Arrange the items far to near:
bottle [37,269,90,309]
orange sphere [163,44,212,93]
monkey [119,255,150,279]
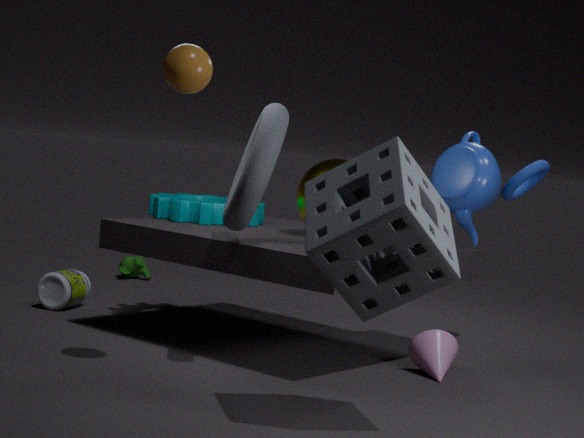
monkey [119,255,150,279] < bottle [37,269,90,309] < orange sphere [163,44,212,93]
